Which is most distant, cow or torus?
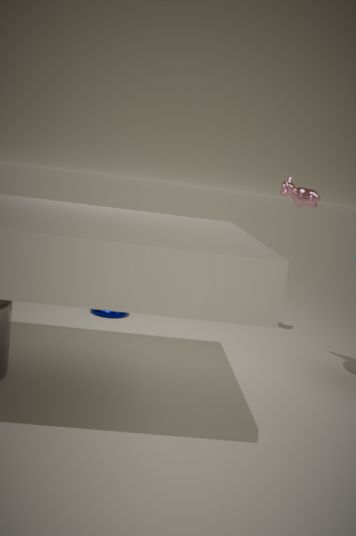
torus
